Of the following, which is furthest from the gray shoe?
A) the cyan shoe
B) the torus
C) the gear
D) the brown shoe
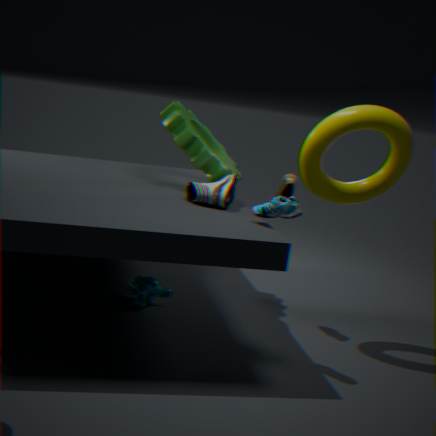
the torus
